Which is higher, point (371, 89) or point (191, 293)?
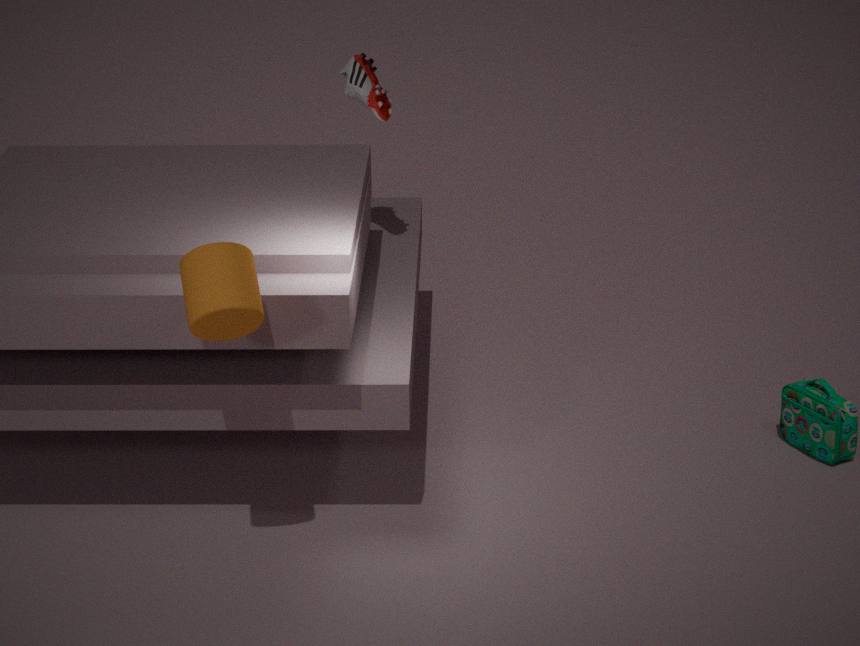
point (371, 89)
